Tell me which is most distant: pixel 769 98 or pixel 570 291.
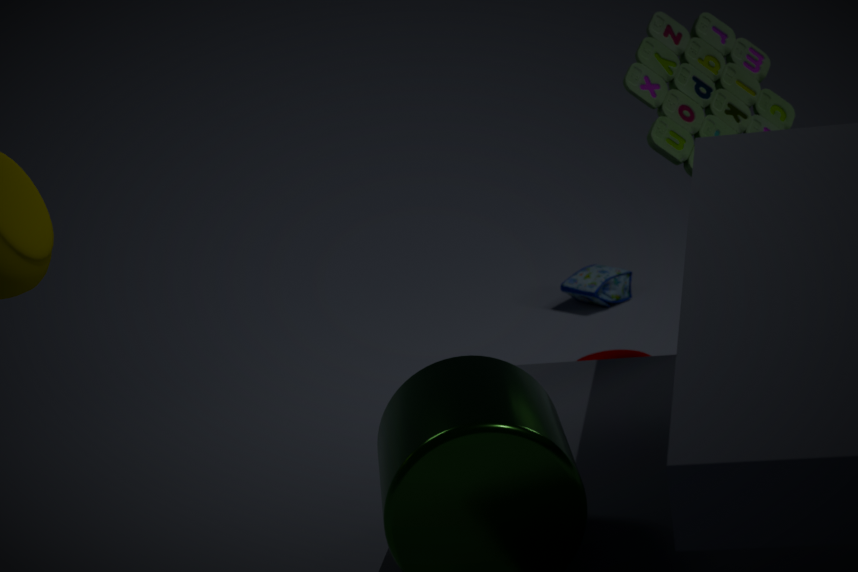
pixel 570 291
